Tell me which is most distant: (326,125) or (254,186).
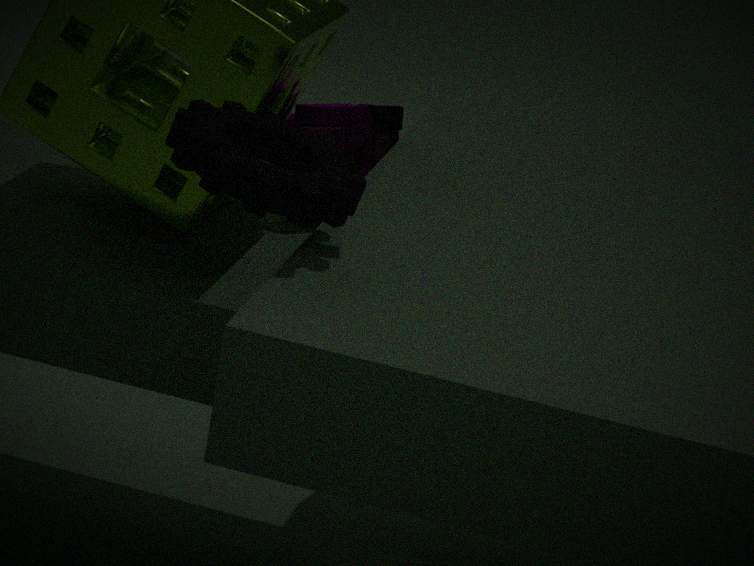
(326,125)
